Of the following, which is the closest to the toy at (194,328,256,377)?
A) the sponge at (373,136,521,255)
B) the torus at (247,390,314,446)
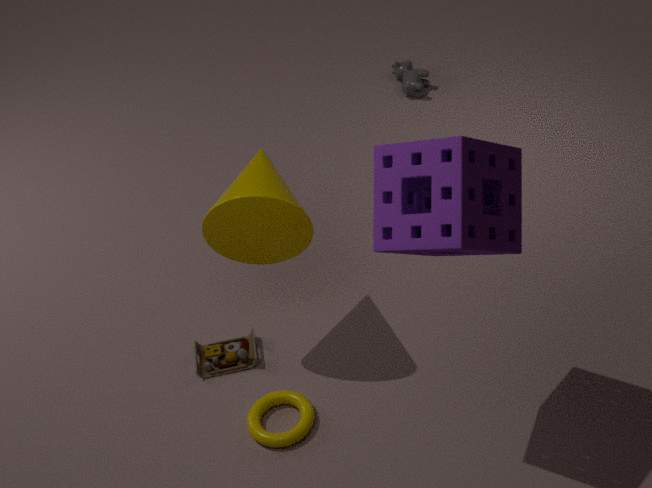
the torus at (247,390,314,446)
